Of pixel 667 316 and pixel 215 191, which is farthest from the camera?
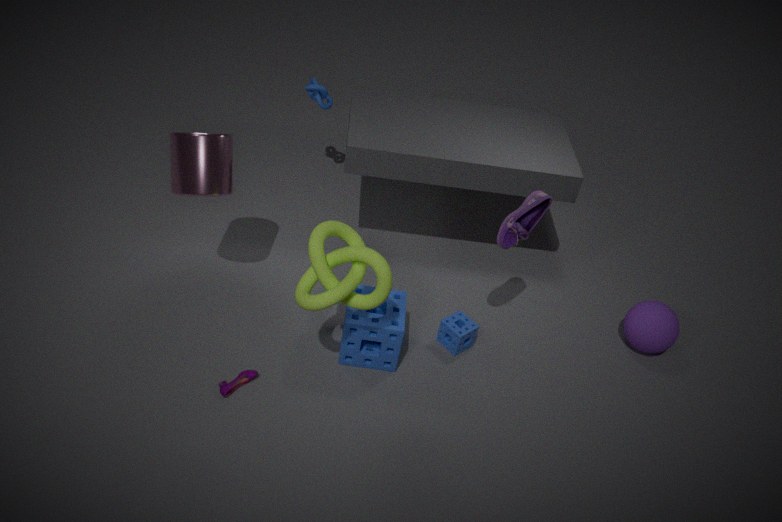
pixel 667 316
